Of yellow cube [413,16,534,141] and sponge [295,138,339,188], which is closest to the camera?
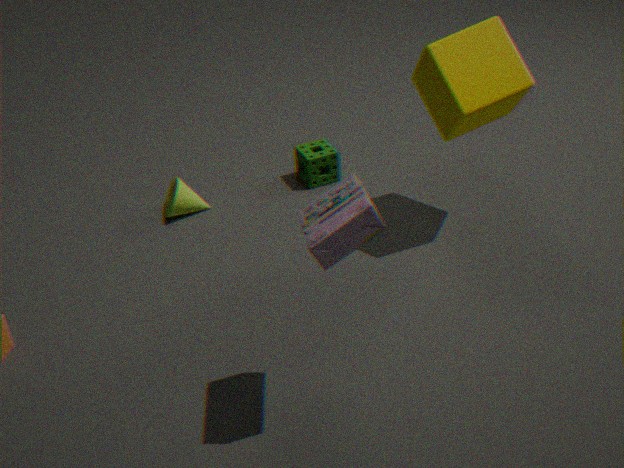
yellow cube [413,16,534,141]
